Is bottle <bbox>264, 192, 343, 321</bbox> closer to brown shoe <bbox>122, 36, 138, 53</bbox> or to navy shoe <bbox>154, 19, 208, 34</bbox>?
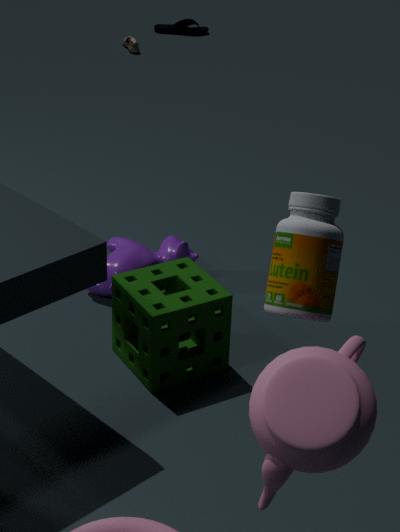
brown shoe <bbox>122, 36, 138, 53</bbox>
